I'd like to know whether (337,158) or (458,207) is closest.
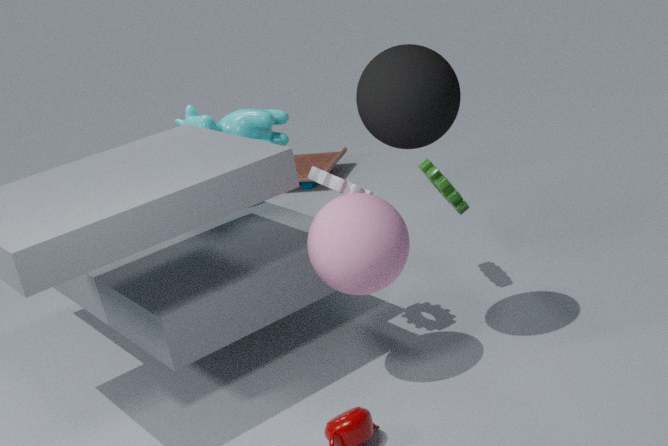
(458,207)
